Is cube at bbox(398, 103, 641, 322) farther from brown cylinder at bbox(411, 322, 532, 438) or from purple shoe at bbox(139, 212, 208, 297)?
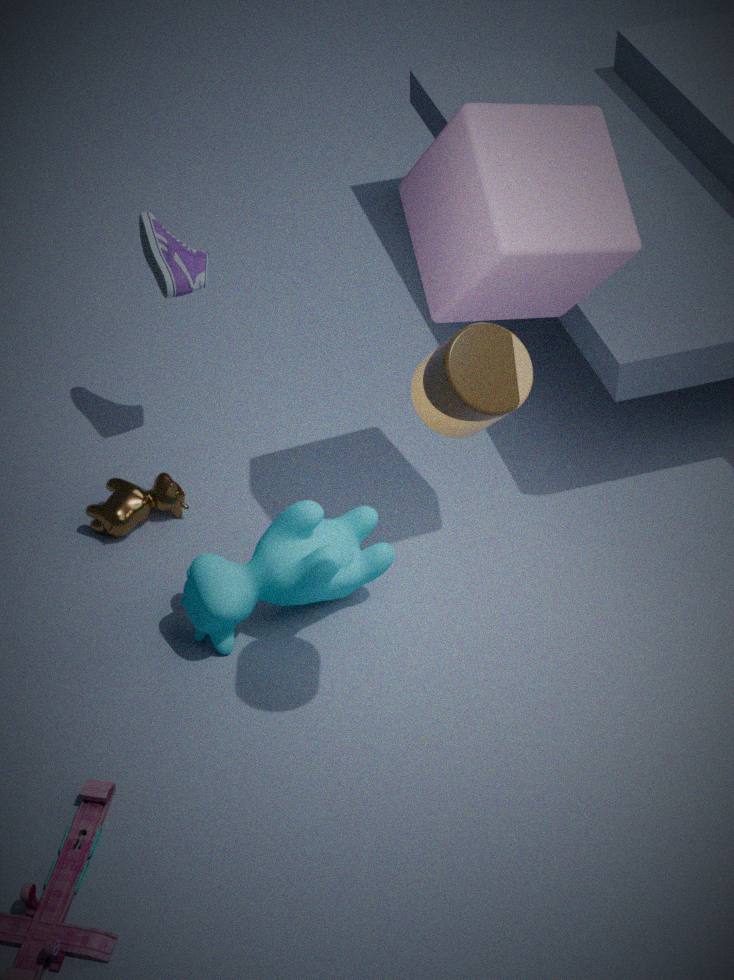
purple shoe at bbox(139, 212, 208, 297)
